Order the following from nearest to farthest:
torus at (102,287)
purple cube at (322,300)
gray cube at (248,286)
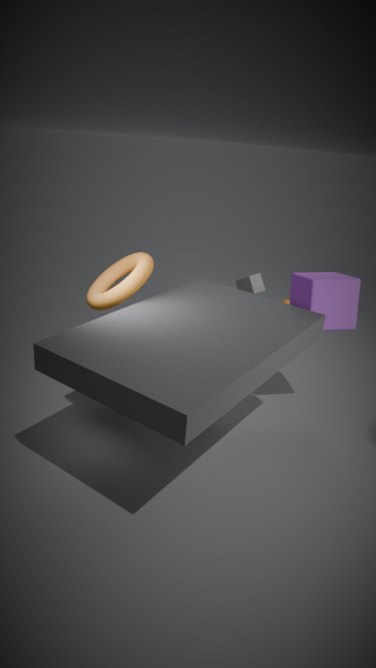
torus at (102,287)
purple cube at (322,300)
gray cube at (248,286)
